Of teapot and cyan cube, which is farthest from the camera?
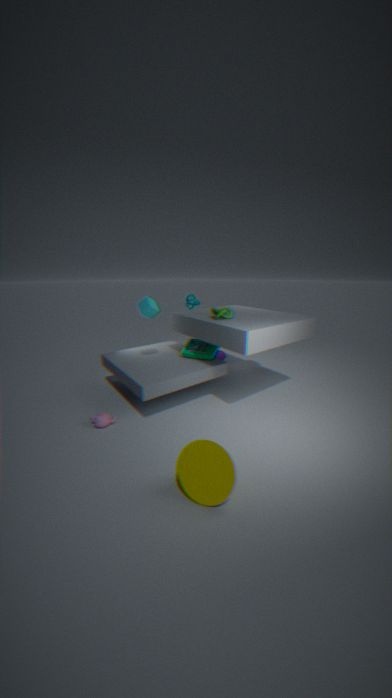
cyan cube
